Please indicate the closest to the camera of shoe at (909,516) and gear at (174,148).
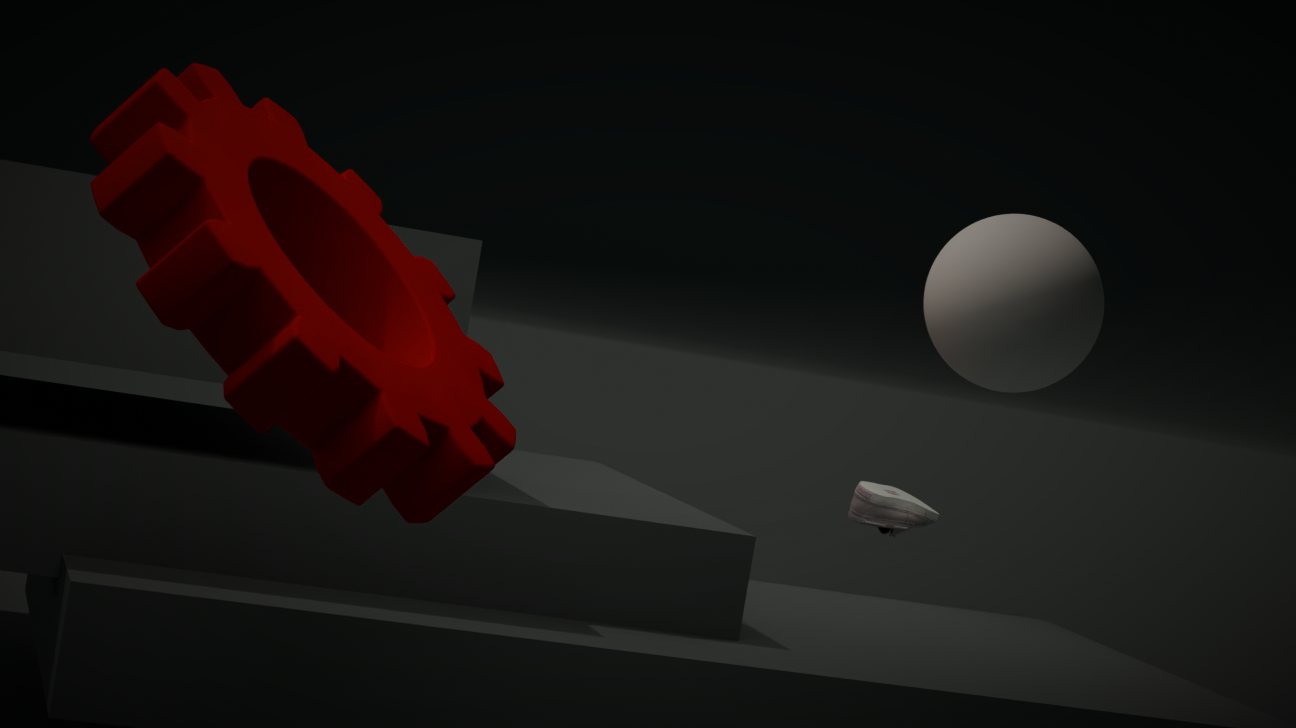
gear at (174,148)
